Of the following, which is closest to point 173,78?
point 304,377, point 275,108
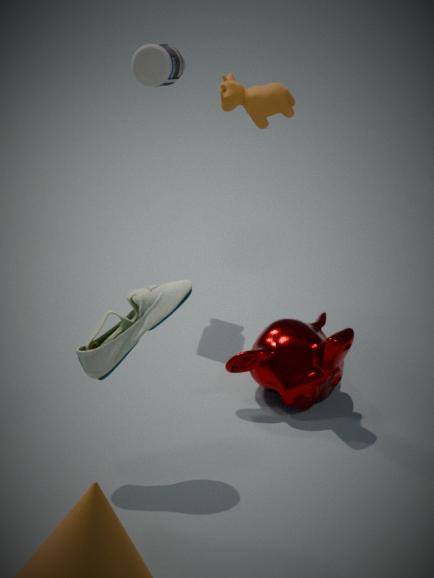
point 275,108
